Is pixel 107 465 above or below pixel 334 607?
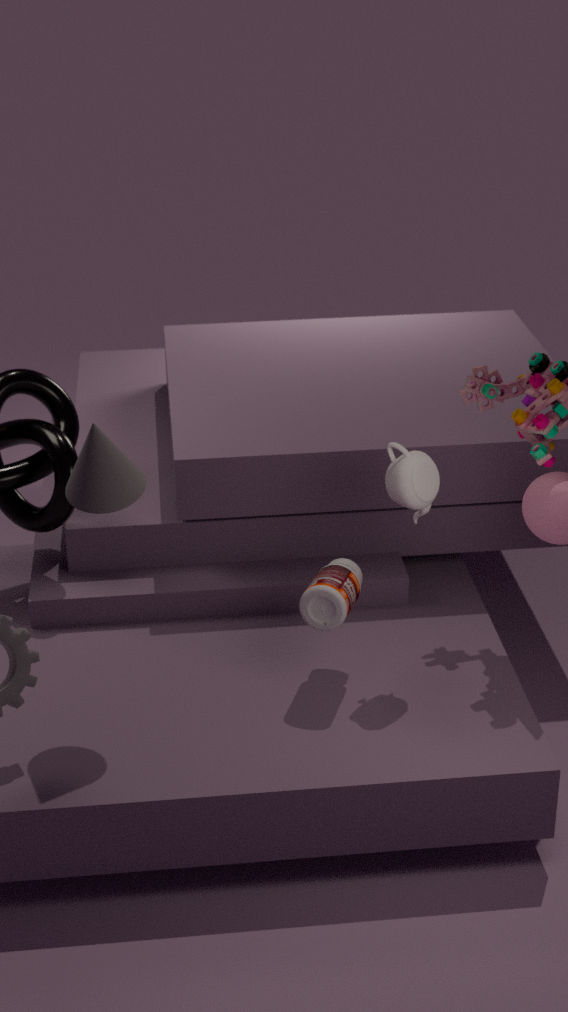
above
